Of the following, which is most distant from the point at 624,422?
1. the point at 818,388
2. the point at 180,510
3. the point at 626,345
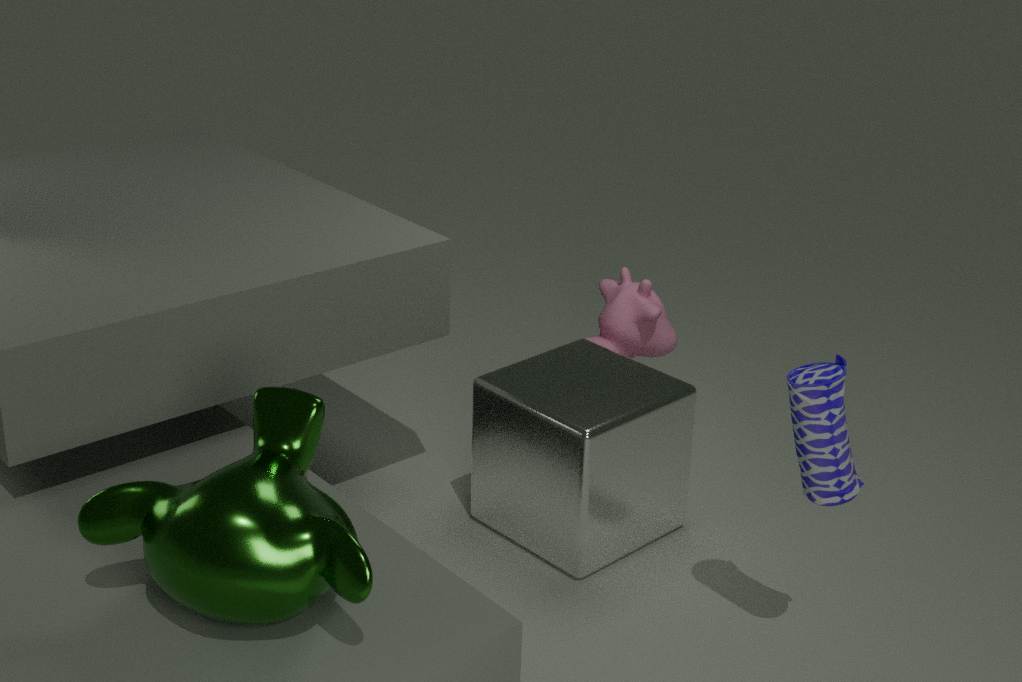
the point at 180,510
